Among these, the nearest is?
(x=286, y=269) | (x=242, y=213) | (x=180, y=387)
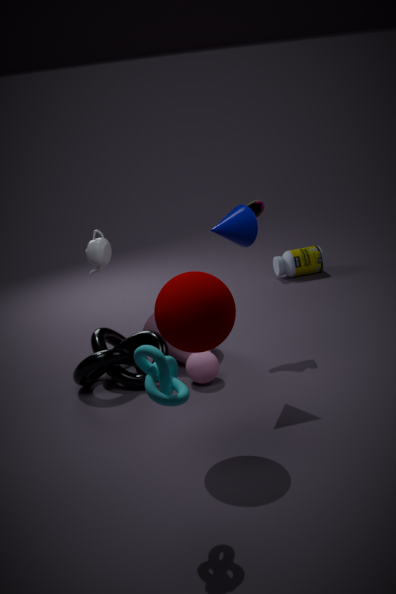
(x=180, y=387)
